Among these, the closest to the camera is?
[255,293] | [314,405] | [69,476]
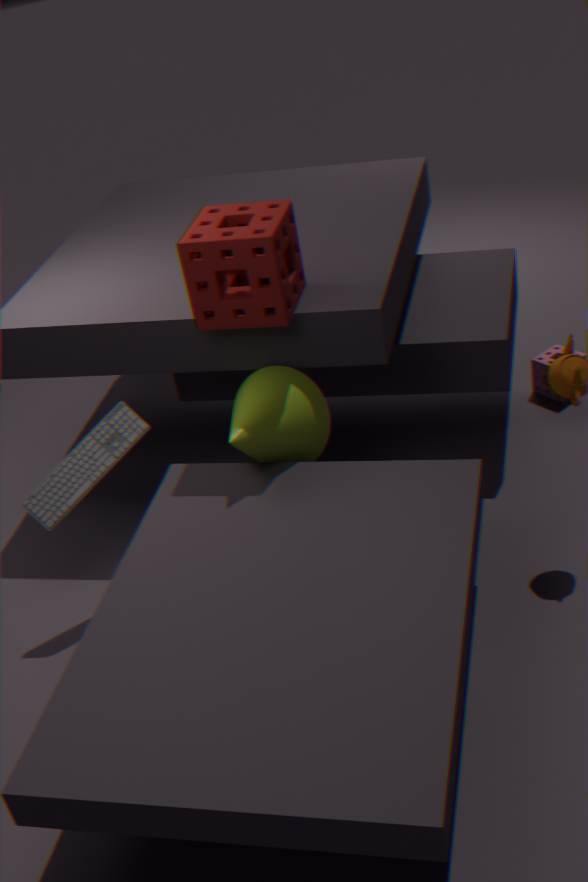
[255,293]
